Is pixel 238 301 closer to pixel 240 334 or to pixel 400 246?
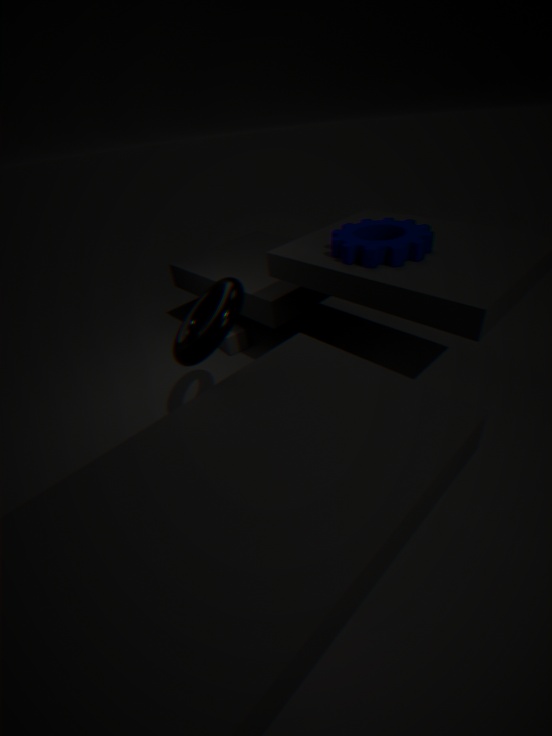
pixel 400 246
